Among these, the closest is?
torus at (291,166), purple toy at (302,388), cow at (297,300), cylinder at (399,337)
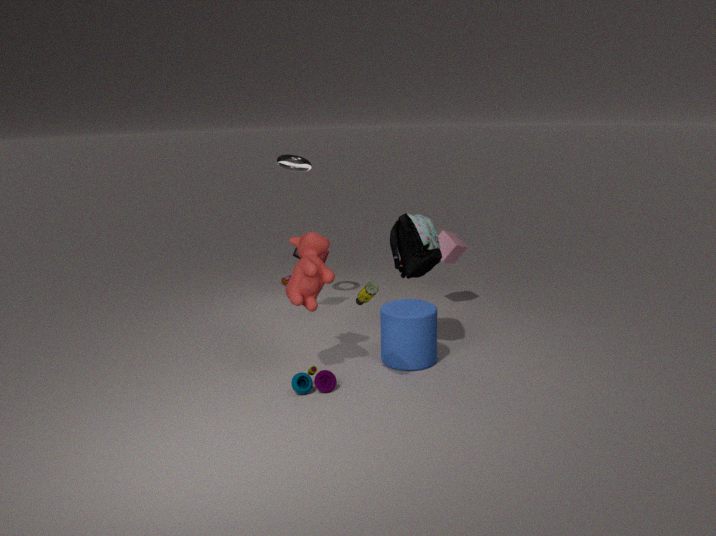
purple toy at (302,388)
